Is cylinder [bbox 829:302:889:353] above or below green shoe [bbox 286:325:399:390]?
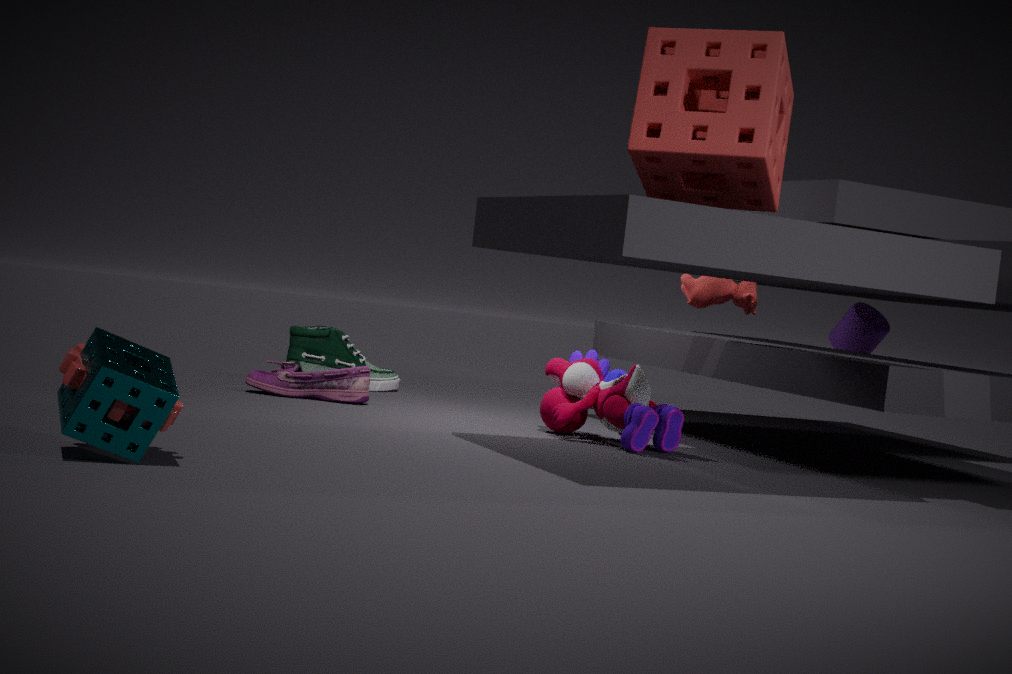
above
